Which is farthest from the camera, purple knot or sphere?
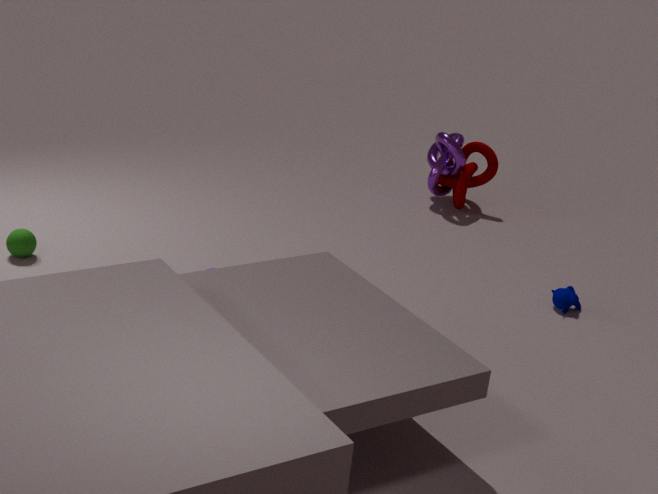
purple knot
